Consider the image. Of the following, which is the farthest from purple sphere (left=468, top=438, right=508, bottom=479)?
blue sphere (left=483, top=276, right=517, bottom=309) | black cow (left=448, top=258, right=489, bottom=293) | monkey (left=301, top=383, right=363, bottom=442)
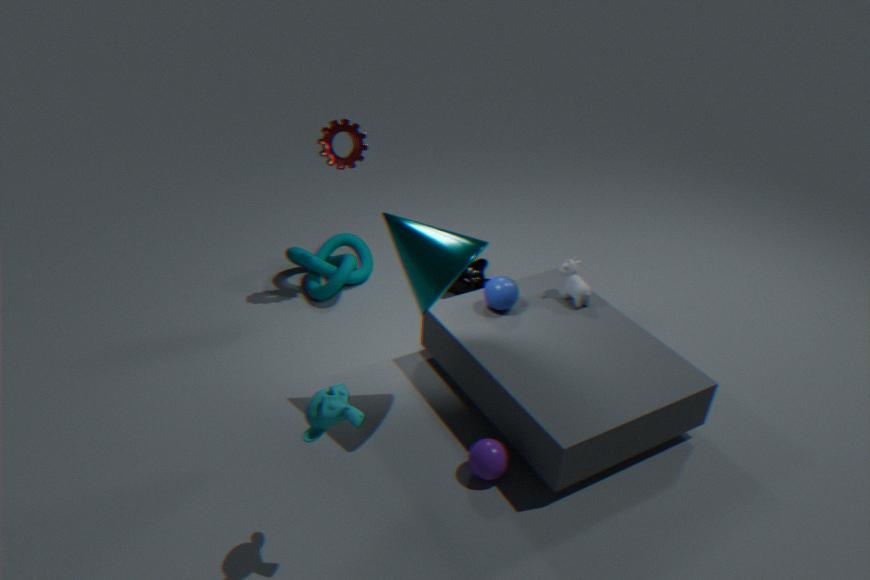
black cow (left=448, top=258, right=489, bottom=293)
